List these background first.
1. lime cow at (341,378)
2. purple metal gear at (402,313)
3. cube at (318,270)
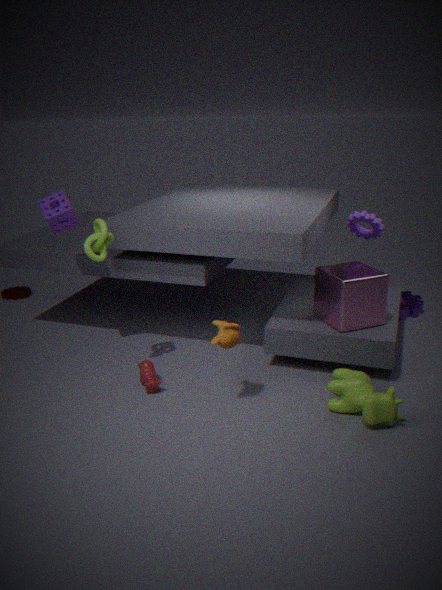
purple metal gear at (402,313), cube at (318,270), lime cow at (341,378)
